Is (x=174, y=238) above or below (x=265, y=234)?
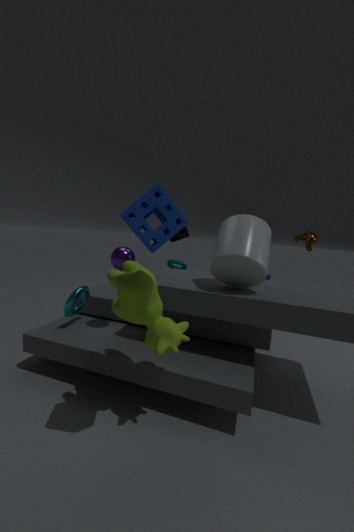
above
